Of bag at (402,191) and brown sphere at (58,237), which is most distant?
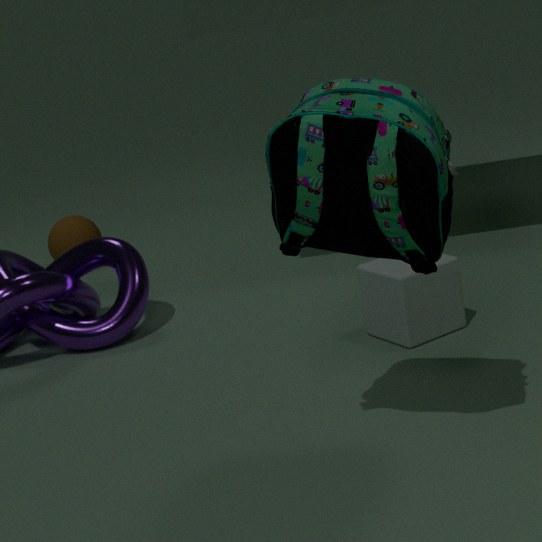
brown sphere at (58,237)
